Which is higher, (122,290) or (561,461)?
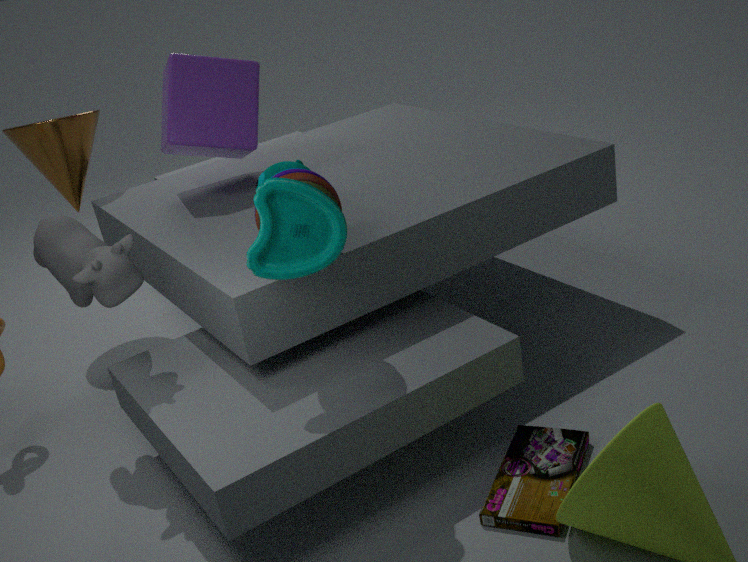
(122,290)
